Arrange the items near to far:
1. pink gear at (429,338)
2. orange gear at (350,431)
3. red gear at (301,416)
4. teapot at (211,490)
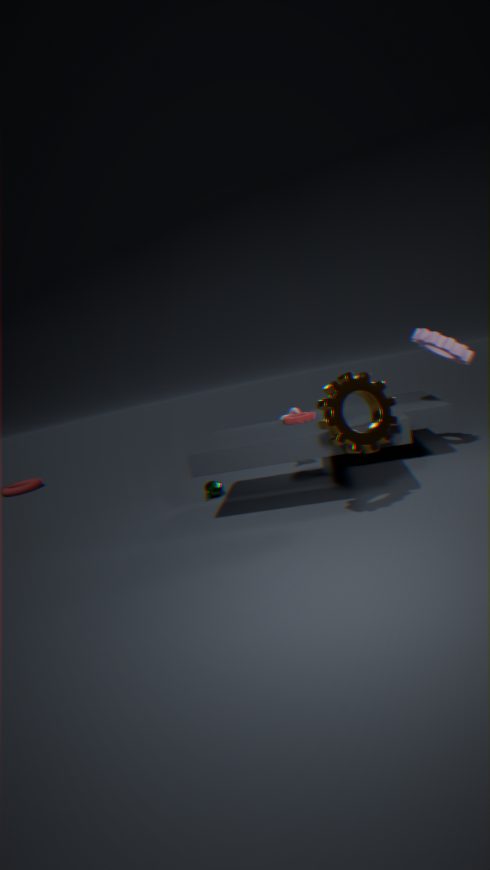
orange gear at (350,431) < pink gear at (429,338) < red gear at (301,416) < teapot at (211,490)
